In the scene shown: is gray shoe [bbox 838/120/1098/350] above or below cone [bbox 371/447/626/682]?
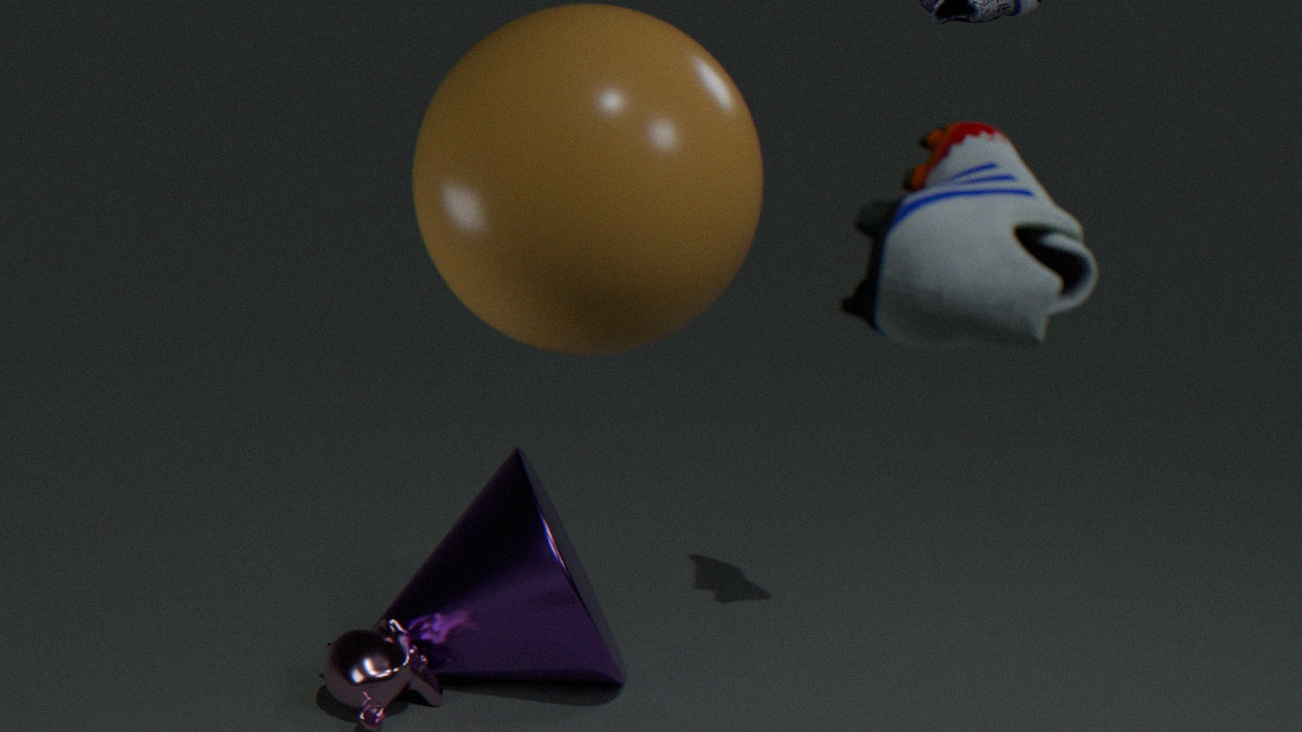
above
